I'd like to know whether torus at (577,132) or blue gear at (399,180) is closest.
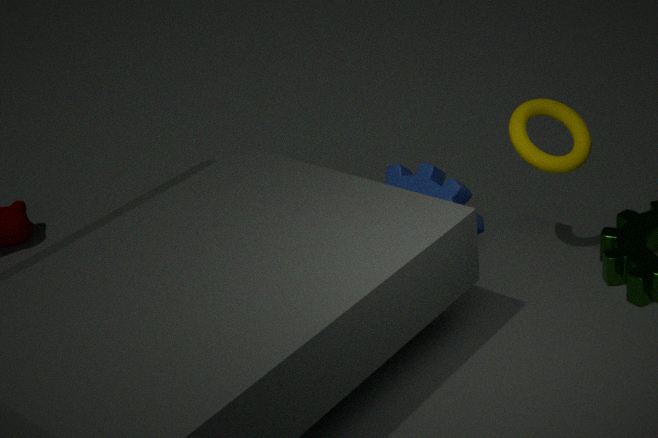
torus at (577,132)
